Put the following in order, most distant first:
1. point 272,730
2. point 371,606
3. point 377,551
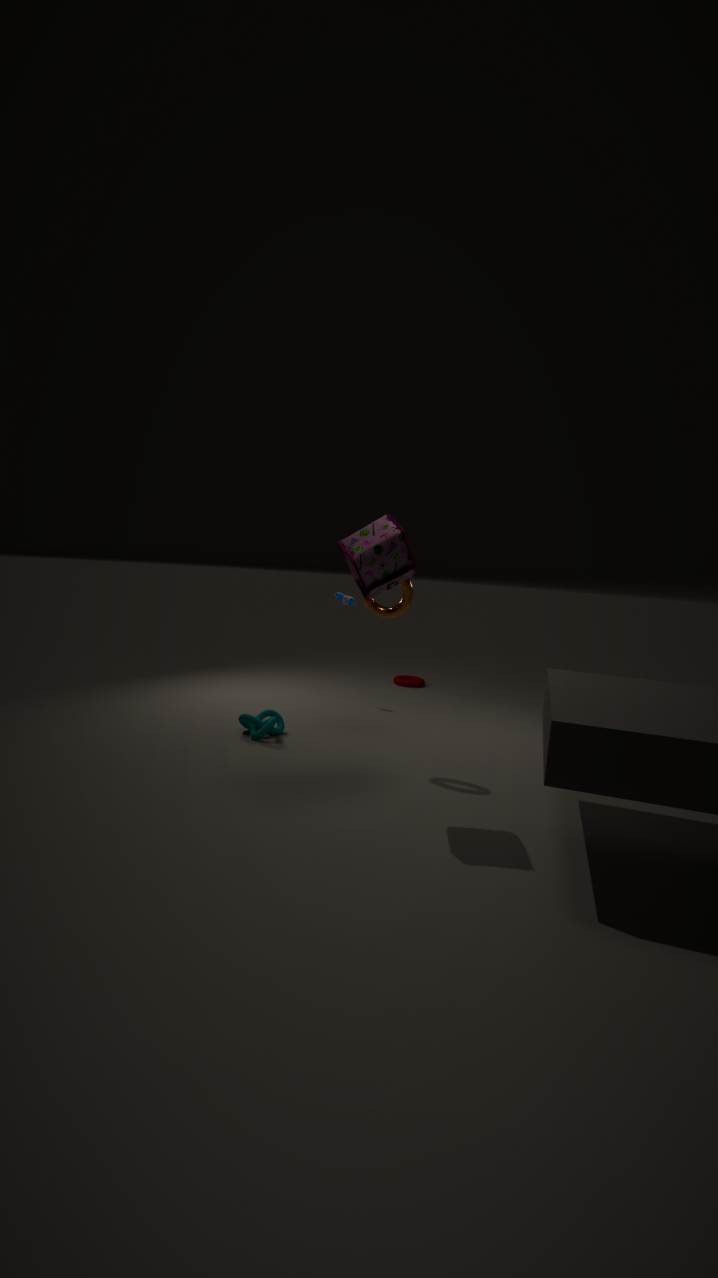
1. point 272,730
2. point 371,606
3. point 377,551
